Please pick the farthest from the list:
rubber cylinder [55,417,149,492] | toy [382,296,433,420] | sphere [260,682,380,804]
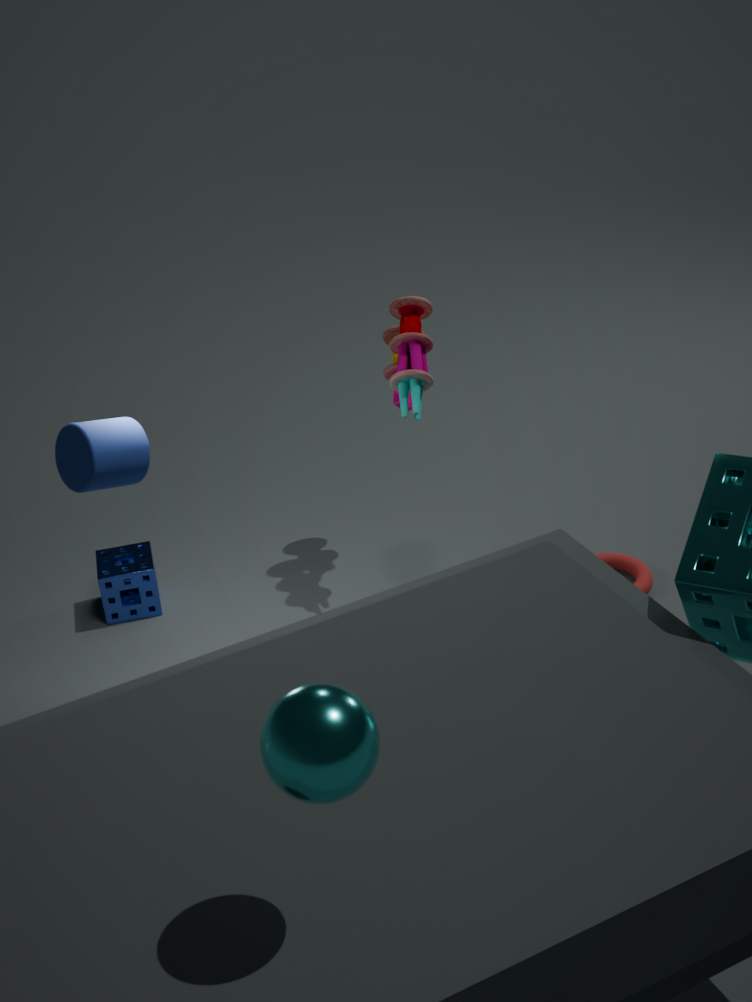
toy [382,296,433,420]
